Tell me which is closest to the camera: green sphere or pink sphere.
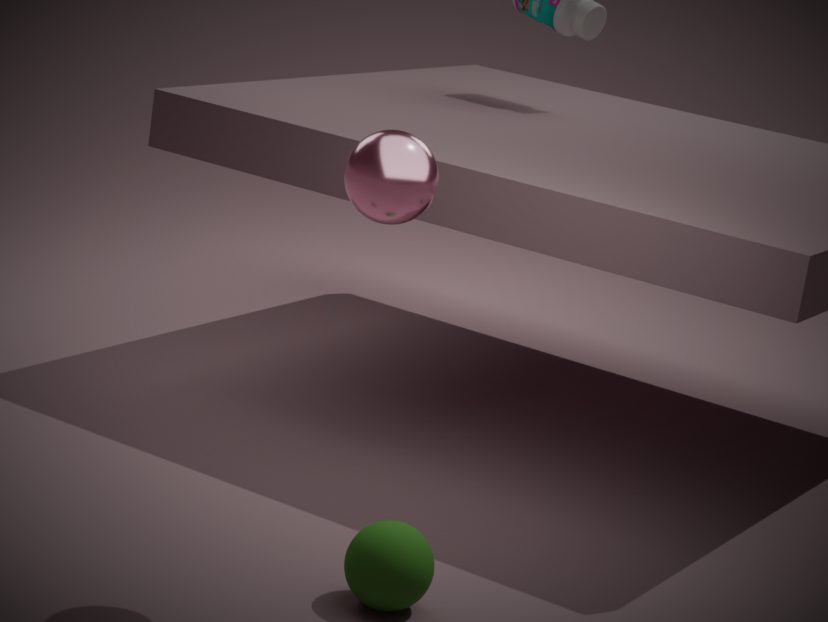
pink sphere
